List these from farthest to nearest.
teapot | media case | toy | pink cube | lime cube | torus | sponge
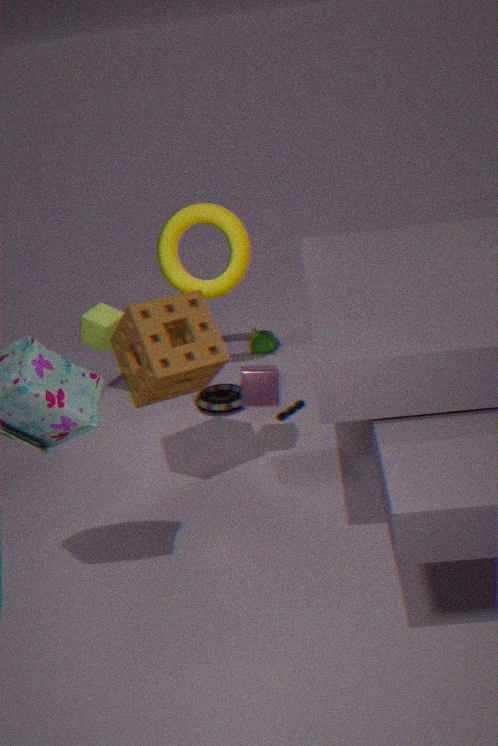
teapot
lime cube
torus
media case
toy
pink cube
sponge
